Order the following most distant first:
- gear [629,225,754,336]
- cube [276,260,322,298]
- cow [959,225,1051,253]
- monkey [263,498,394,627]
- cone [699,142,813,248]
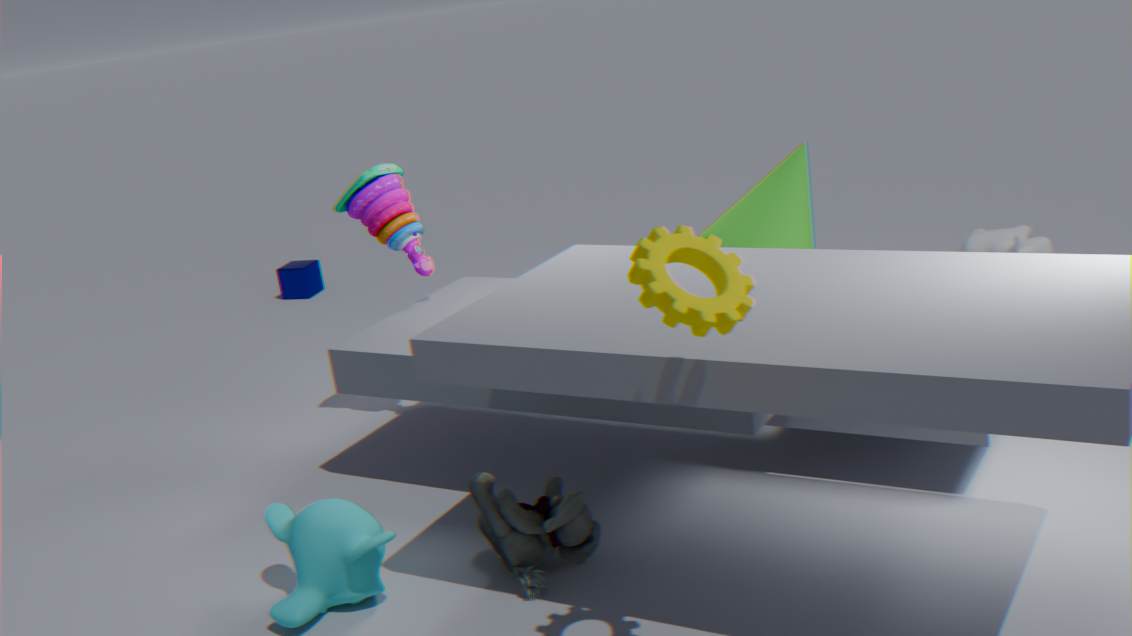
cube [276,260,322,298] → cow [959,225,1051,253] → cone [699,142,813,248] → monkey [263,498,394,627] → gear [629,225,754,336]
